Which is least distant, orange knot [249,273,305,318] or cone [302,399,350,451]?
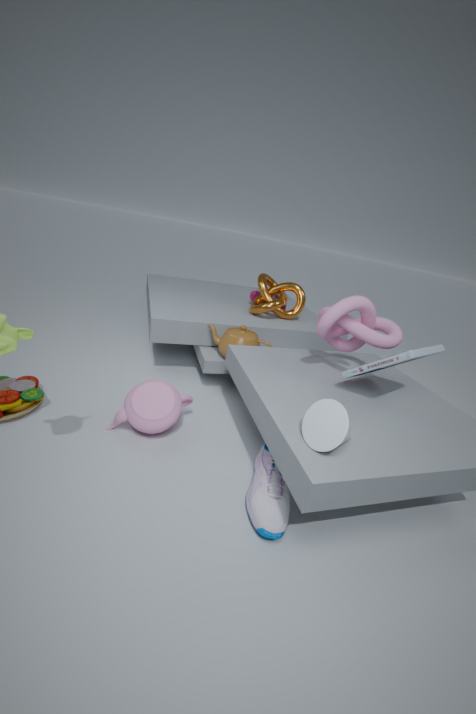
cone [302,399,350,451]
